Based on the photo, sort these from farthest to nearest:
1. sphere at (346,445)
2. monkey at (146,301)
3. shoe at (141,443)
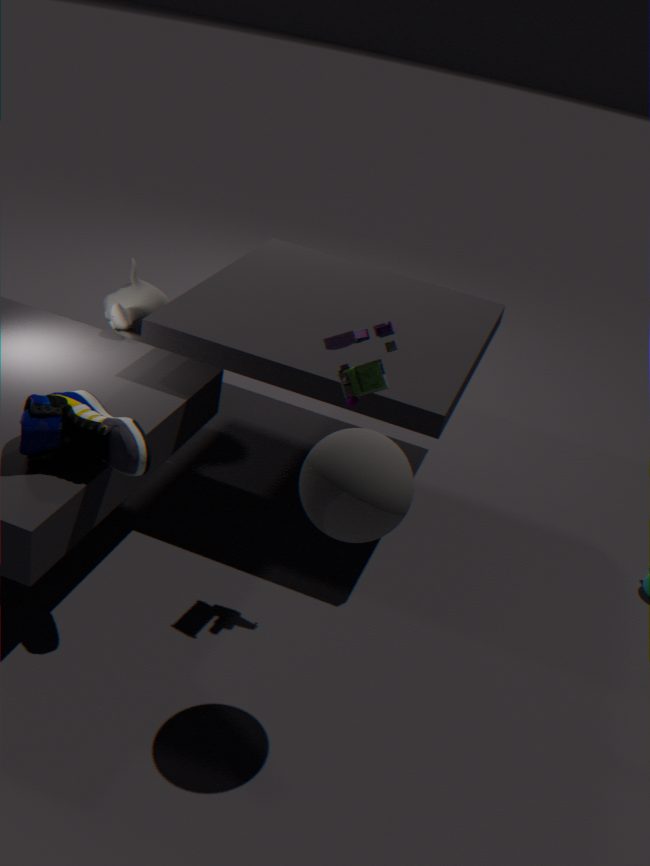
monkey at (146,301)
shoe at (141,443)
sphere at (346,445)
